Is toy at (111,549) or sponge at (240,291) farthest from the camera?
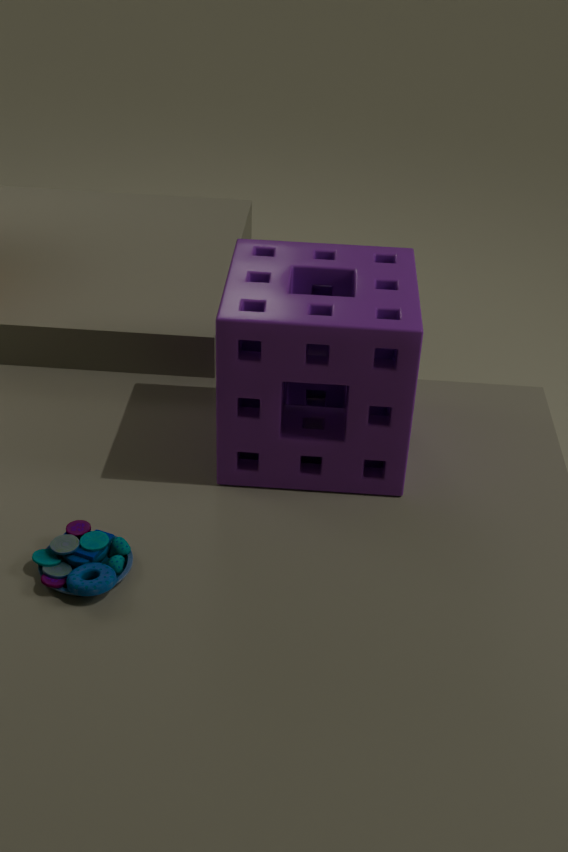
sponge at (240,291)
